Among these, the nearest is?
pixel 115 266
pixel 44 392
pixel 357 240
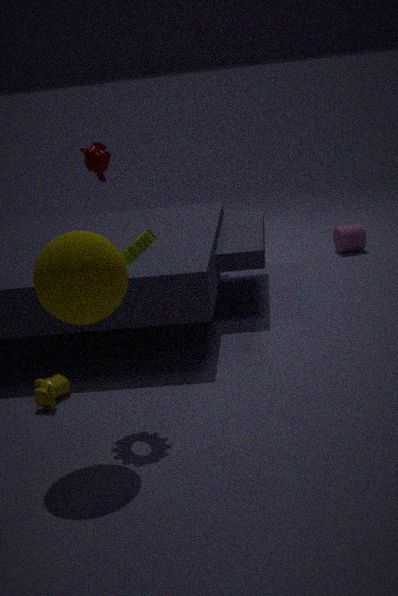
pixel 115 266
